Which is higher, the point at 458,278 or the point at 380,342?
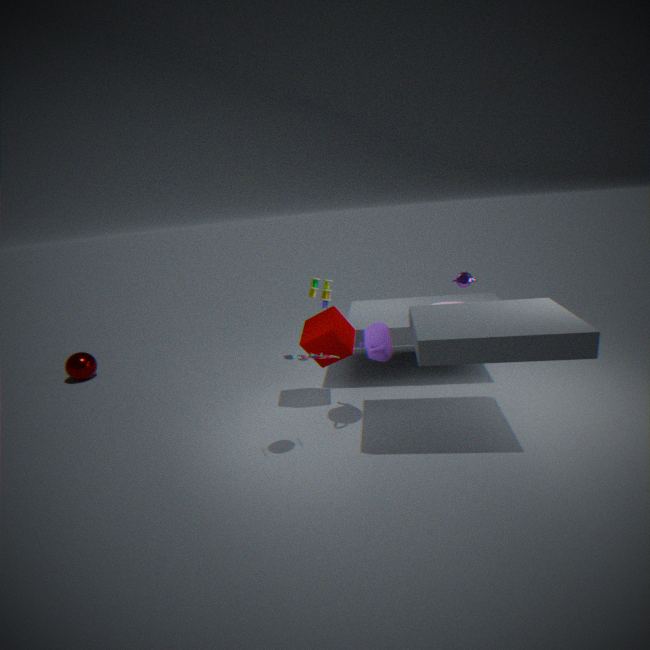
the point at 458,278
